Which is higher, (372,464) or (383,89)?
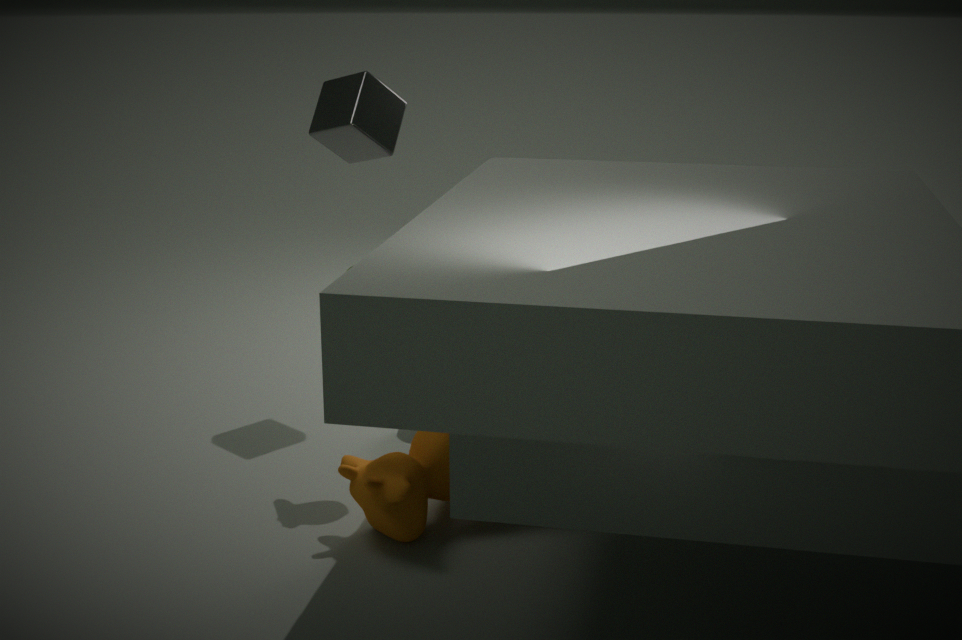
(383,89)
